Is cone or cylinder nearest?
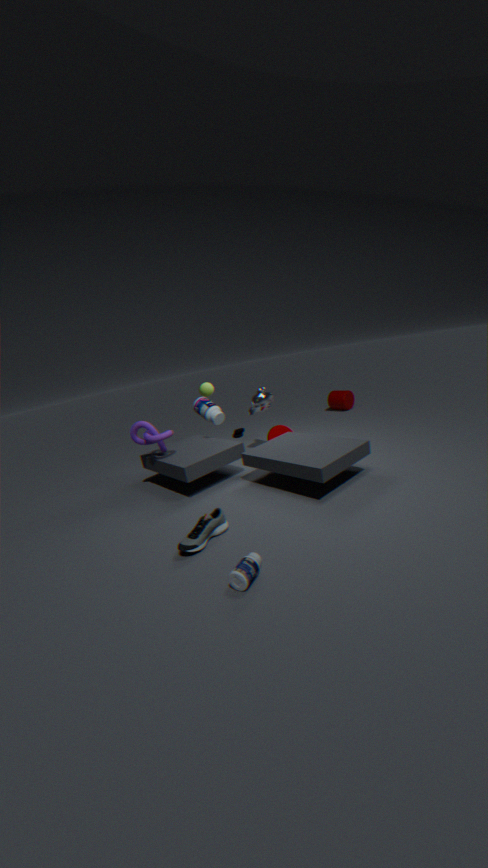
cone
